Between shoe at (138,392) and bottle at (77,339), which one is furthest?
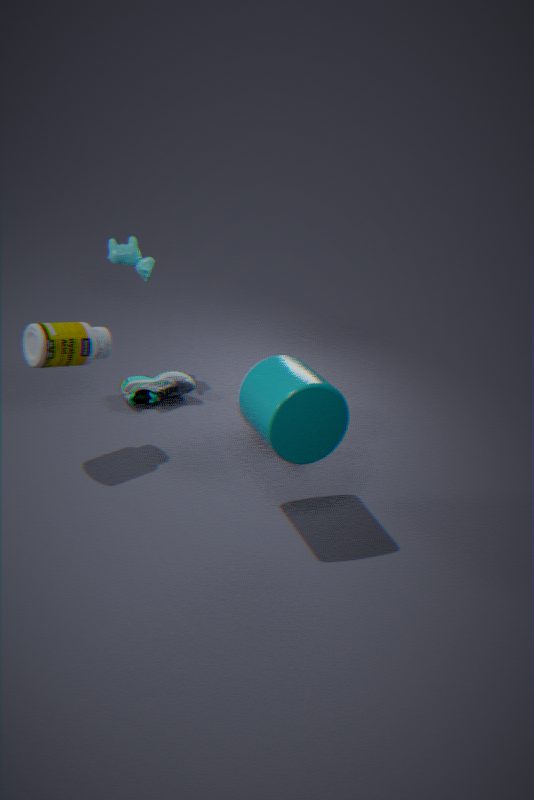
shoe at (138,392)
